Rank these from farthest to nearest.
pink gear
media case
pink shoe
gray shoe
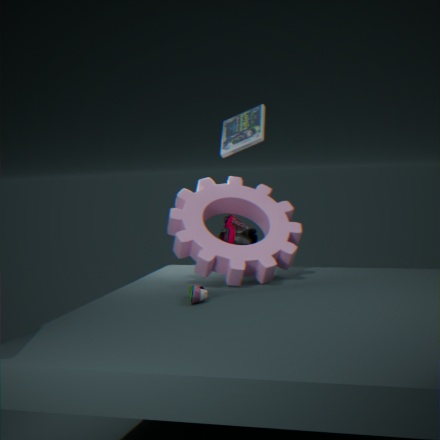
media case
pink shoe
pink gear
gray shoe
